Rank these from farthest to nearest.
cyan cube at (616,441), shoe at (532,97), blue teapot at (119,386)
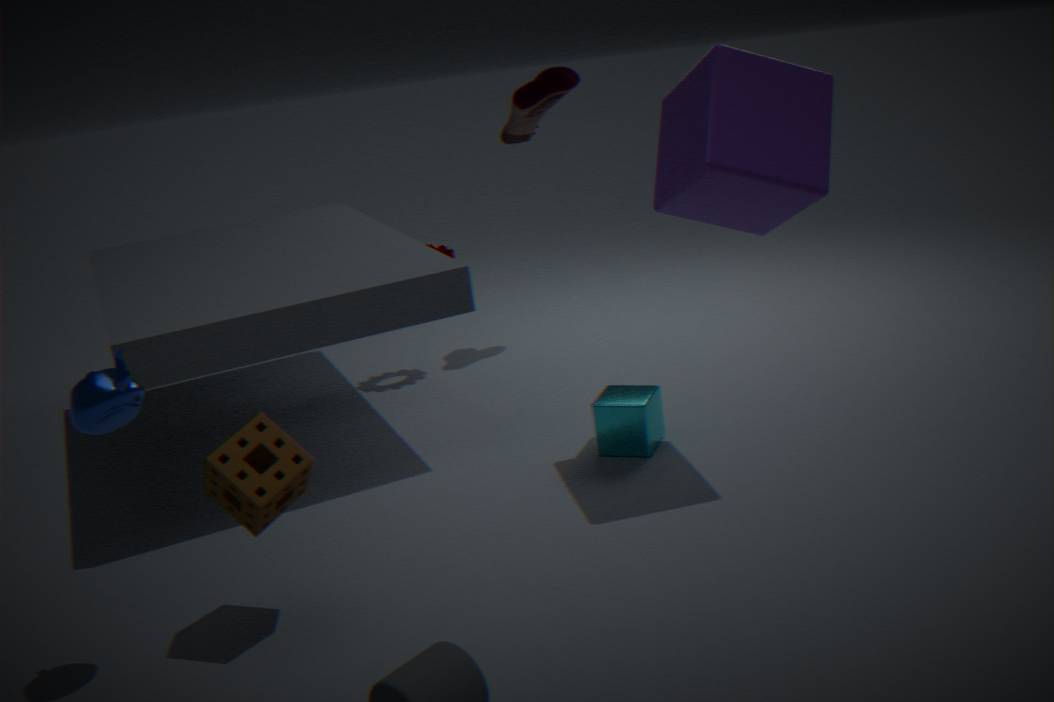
shoe at (532,97) → cyan cube at (616,441) → blue teapot at (119,386)
